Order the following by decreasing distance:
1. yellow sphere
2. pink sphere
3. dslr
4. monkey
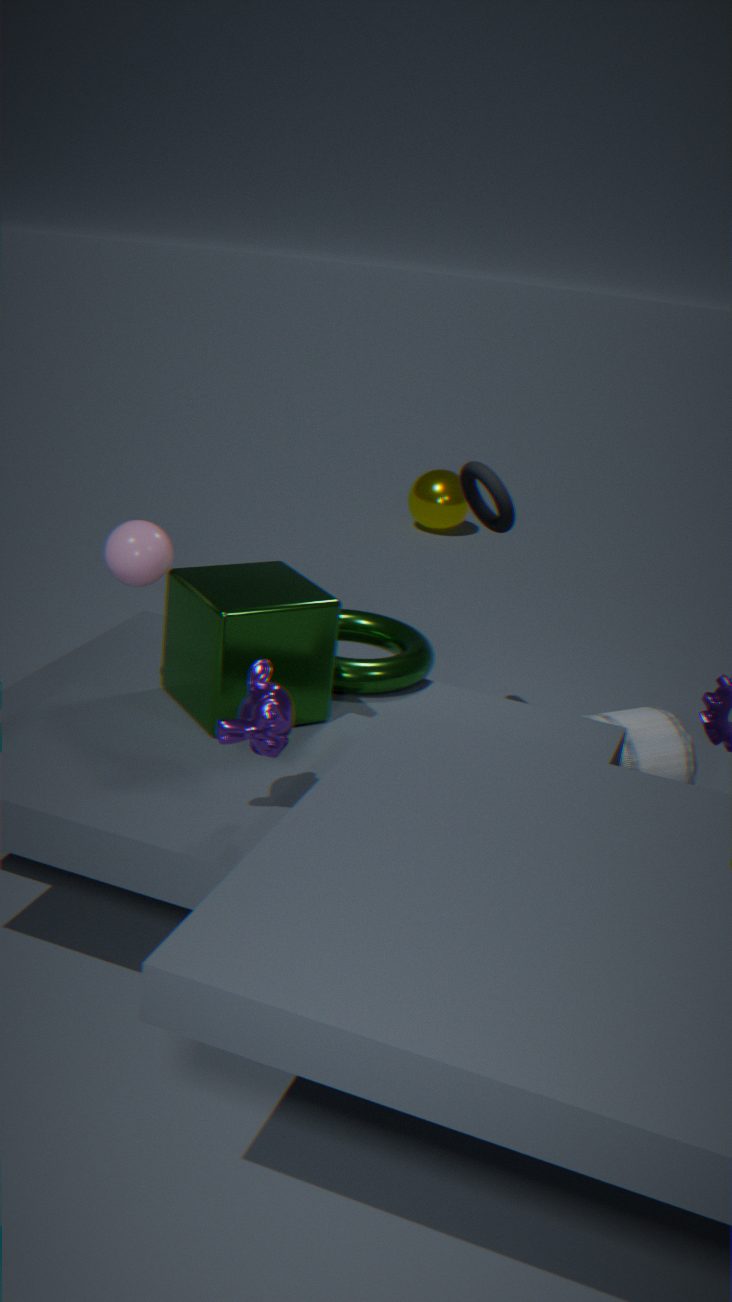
yellow sphere, dslr, pink sphere, monkey
